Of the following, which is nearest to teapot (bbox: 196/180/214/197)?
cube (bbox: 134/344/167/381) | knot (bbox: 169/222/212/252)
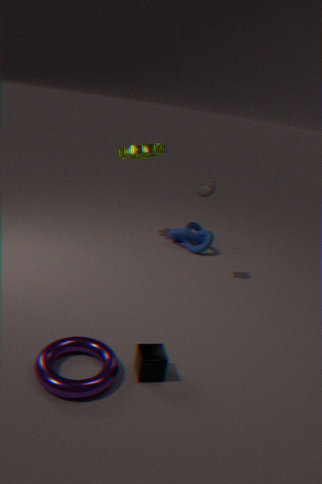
knot (bbox: 169/222/212/252)
